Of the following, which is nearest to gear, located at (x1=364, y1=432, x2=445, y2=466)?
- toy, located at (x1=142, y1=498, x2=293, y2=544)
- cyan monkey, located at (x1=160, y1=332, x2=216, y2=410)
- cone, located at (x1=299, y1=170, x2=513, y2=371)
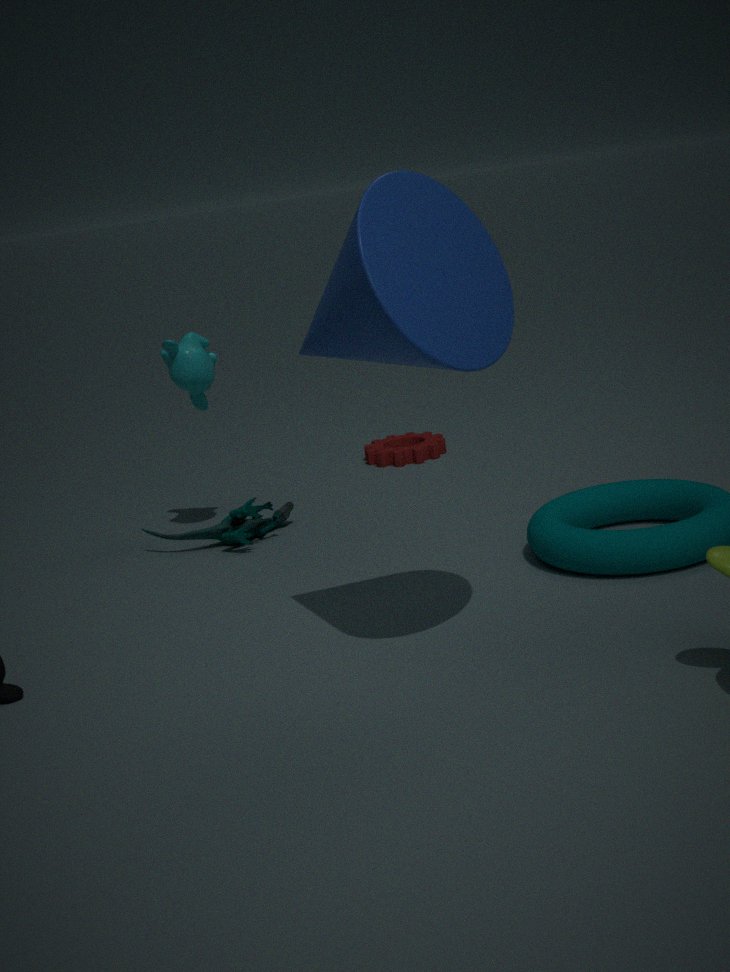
toy, located at (x1=142, y1=498, x2=293, y2=544)
